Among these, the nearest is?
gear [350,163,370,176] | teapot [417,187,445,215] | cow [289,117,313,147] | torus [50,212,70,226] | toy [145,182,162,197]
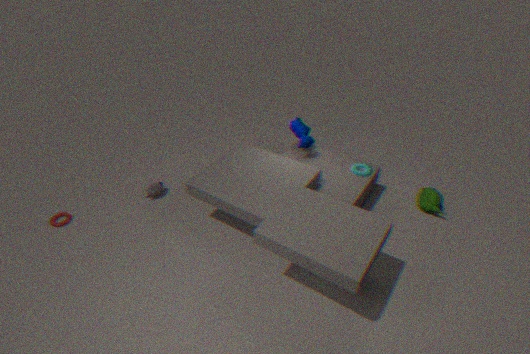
teapot [417,187,445,215]
